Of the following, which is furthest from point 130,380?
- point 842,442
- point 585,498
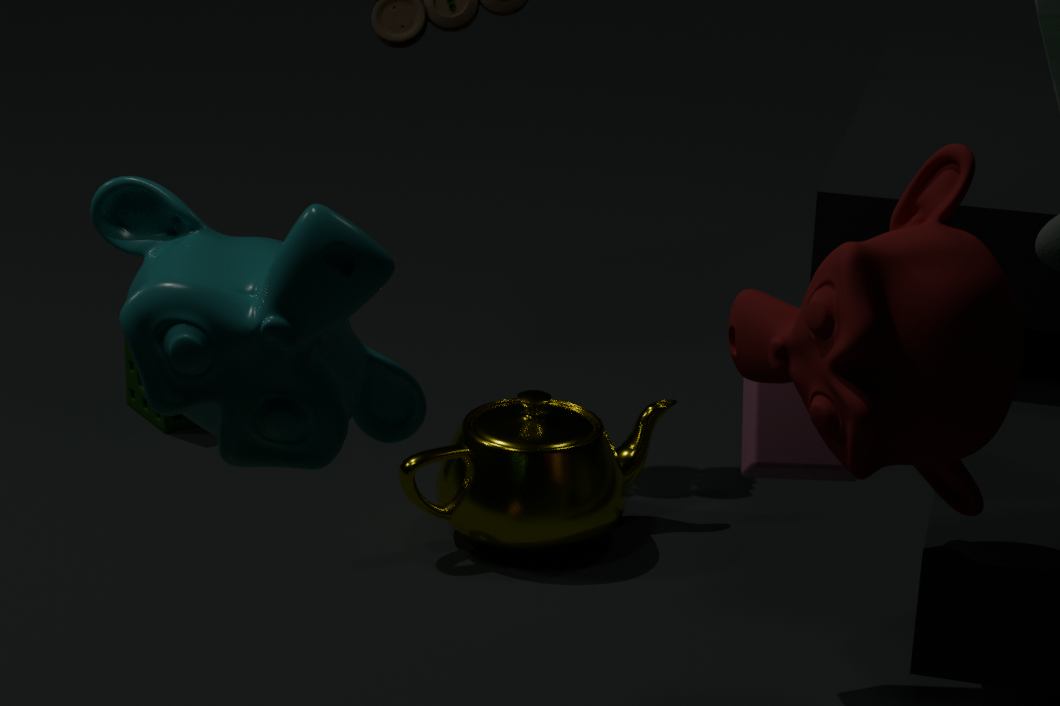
point 842,442
